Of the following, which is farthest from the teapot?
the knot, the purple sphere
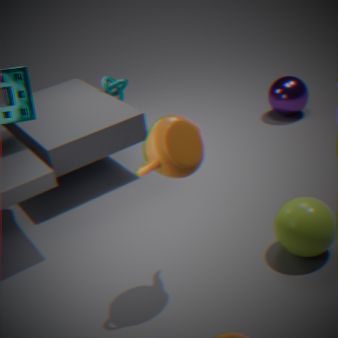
the purple sphere
